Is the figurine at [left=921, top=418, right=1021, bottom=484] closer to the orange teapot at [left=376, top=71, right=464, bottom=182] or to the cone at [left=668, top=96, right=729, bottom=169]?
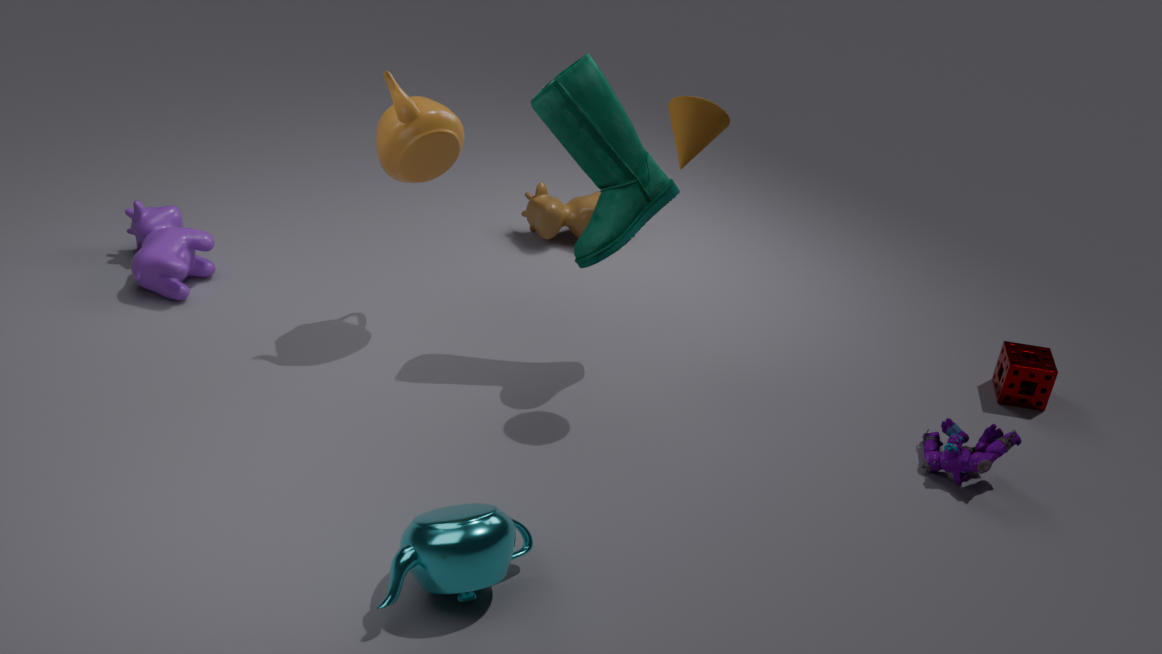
the cone at [left=668, top=96, right=729, bottom=169]
